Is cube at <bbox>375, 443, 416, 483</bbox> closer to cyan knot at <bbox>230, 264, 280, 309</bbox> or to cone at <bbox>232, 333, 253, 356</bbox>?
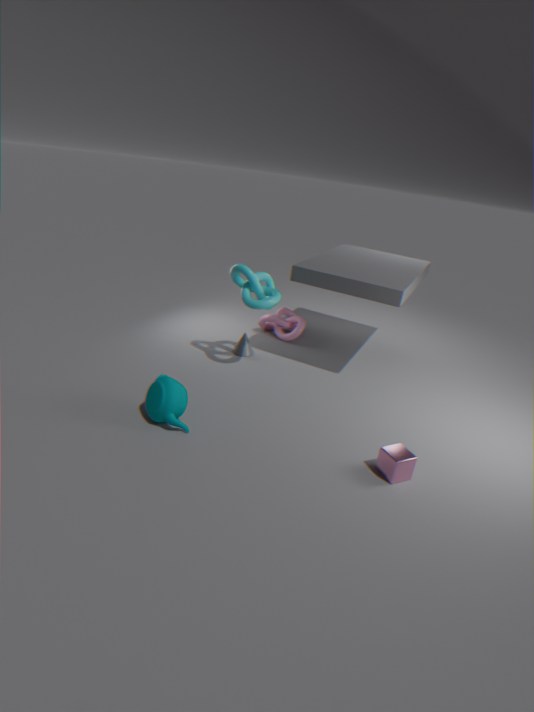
cyan knot at <bbox>230, 264, 280, 309</bbox>
